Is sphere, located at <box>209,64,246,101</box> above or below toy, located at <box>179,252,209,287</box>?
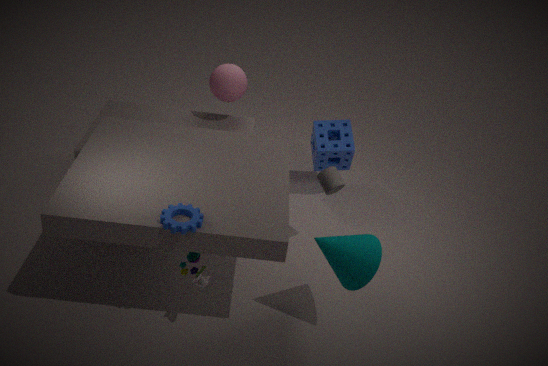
above
